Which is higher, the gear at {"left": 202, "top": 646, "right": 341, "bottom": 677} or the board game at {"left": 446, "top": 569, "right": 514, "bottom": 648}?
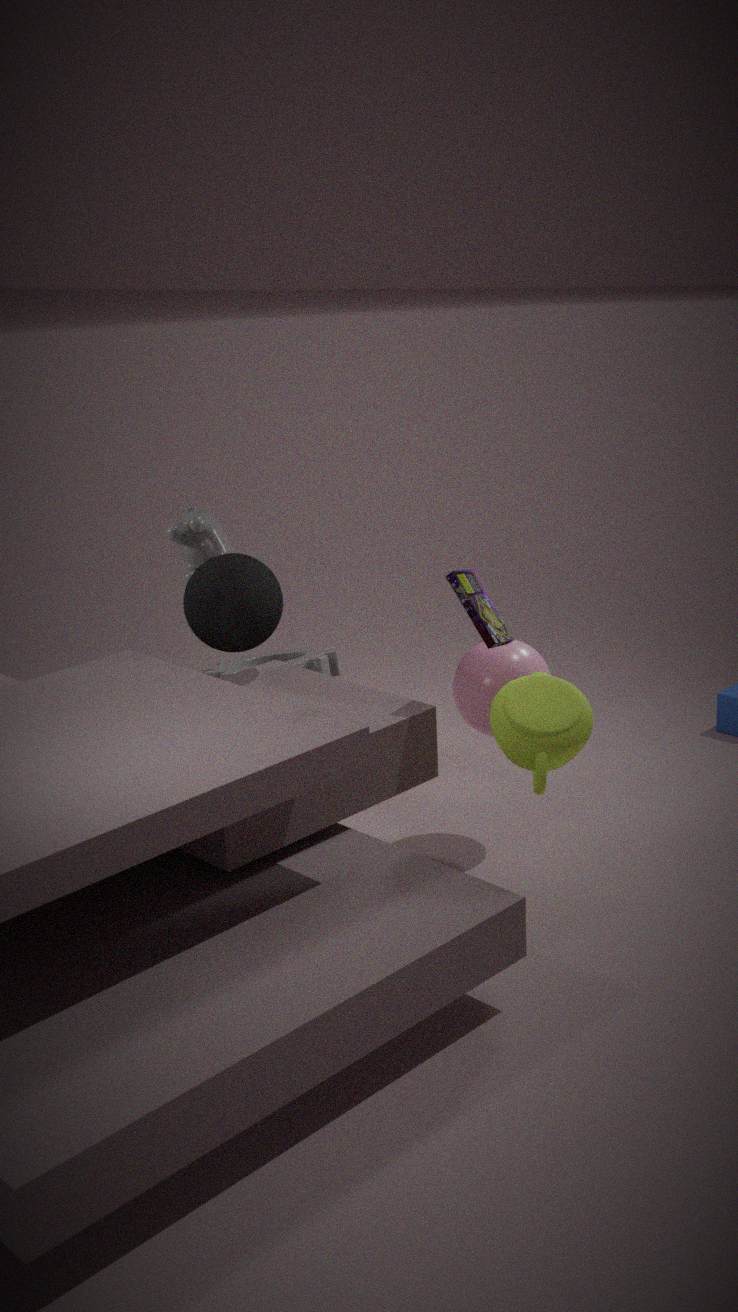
the board game at {"left": 446, "top": 569, "right": 514, "bottom": 648}
